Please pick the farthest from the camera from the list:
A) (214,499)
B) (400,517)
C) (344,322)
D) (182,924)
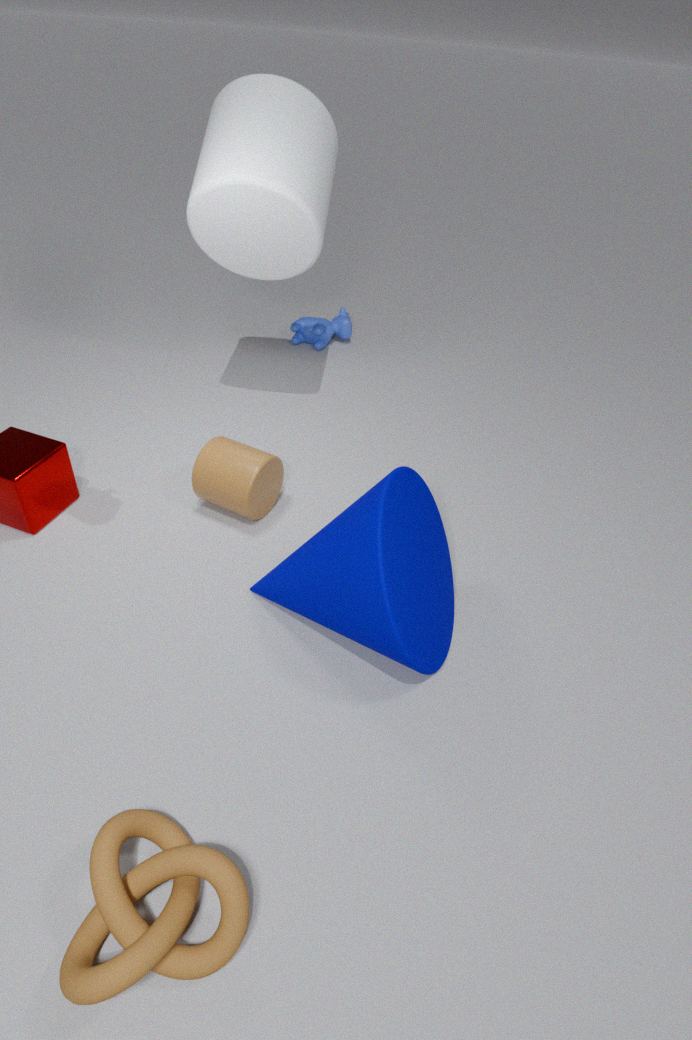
(344,322)
